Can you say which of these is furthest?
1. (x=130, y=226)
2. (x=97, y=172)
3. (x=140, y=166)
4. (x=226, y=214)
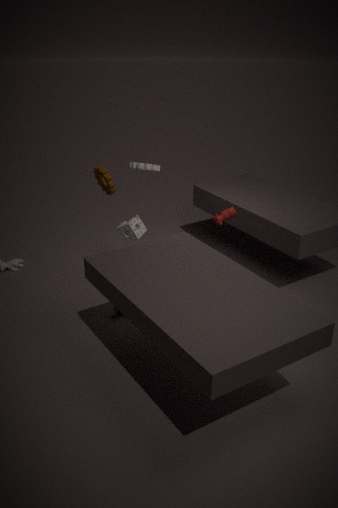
(x=226, y=214)
